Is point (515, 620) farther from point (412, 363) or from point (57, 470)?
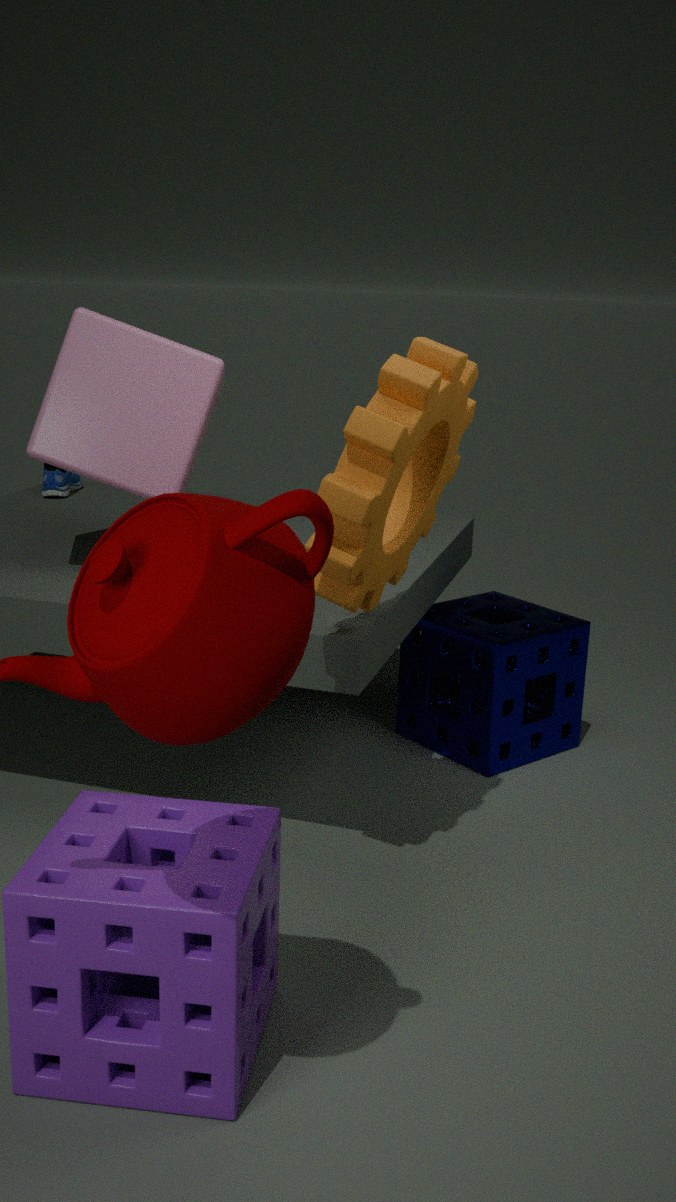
point (57, 470)
